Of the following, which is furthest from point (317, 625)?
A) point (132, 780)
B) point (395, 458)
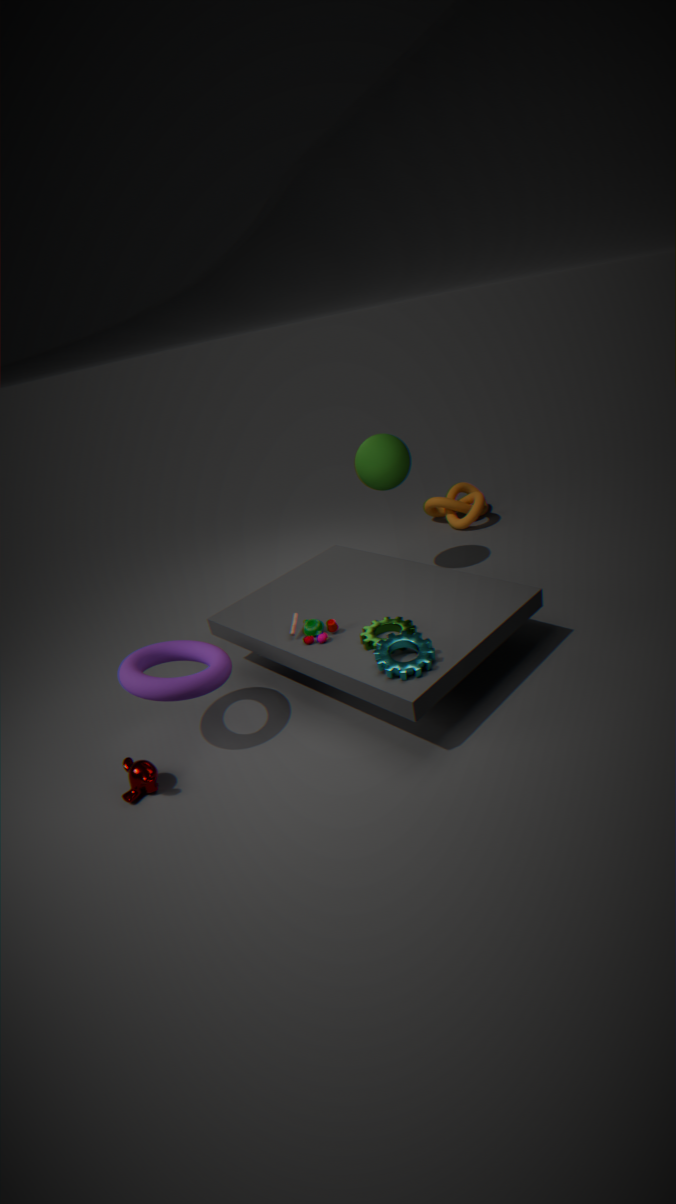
point (395, 458)
